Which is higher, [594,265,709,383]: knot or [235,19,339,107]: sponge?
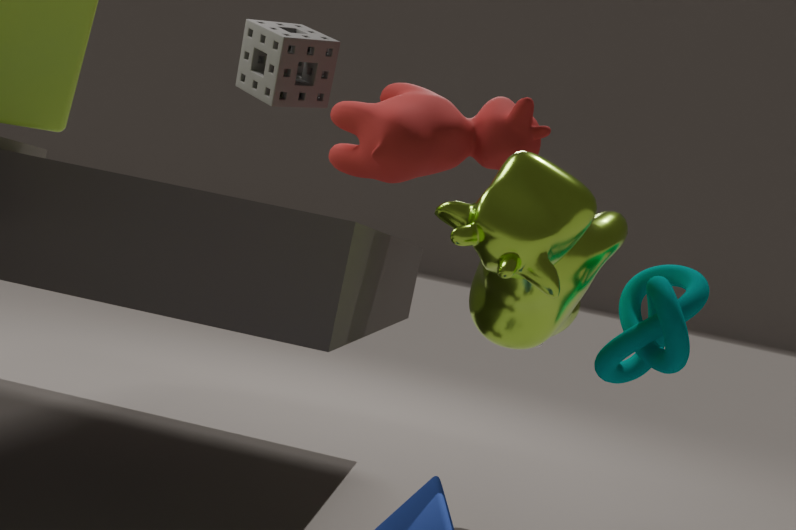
[235,19,339,107]: sponge
